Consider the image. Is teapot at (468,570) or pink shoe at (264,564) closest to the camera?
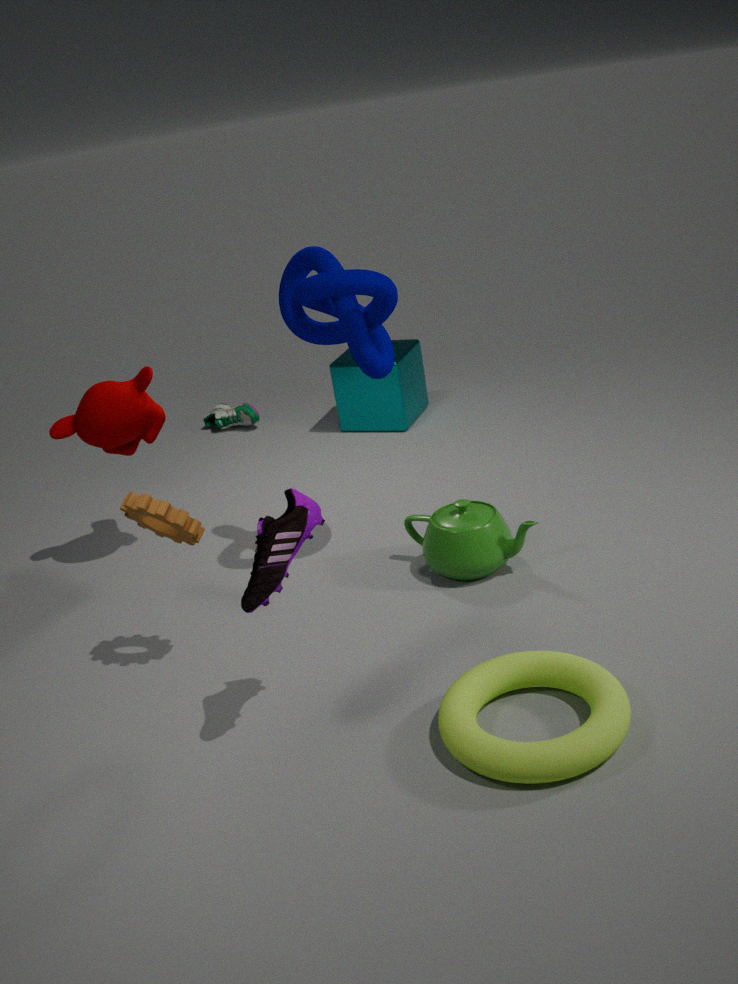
pink shoe at (264,564)
